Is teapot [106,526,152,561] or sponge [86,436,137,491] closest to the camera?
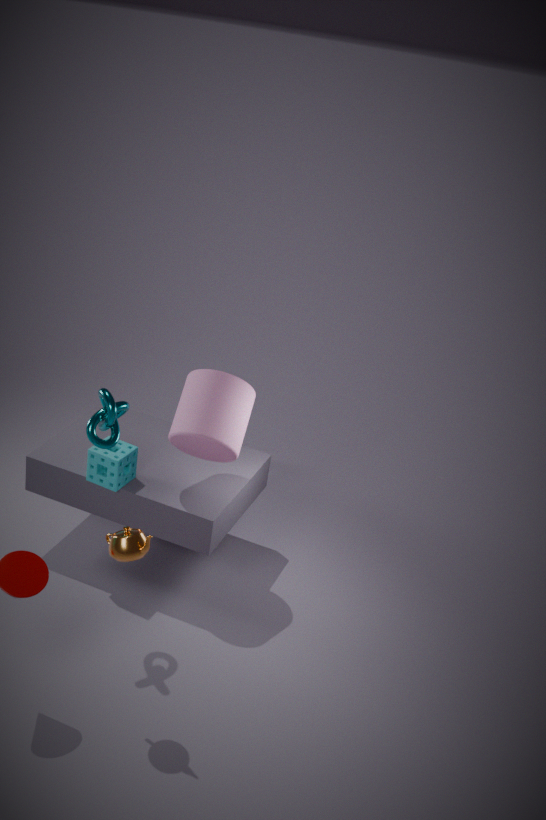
teapot [106,526,152,561]
